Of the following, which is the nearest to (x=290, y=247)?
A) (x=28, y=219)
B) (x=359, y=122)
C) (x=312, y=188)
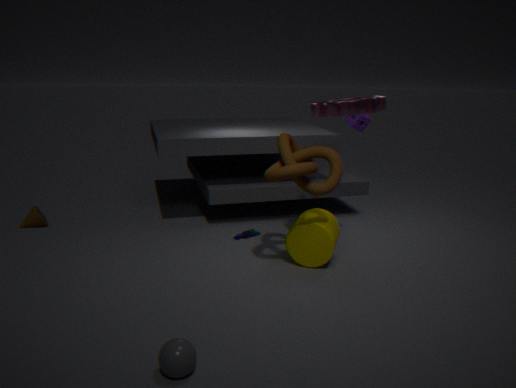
(x=312, y=188)
